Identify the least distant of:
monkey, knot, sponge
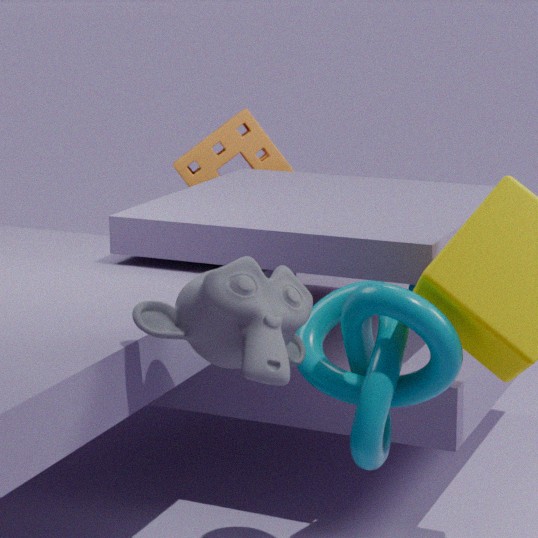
monkey
